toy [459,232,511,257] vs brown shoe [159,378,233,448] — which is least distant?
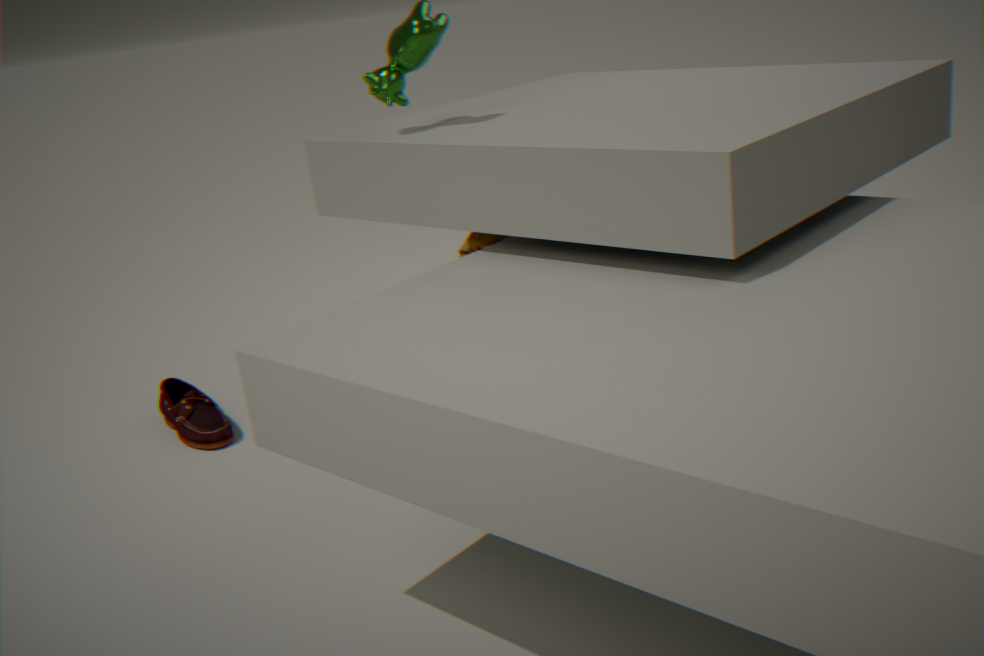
toy [459,232,511,257]
